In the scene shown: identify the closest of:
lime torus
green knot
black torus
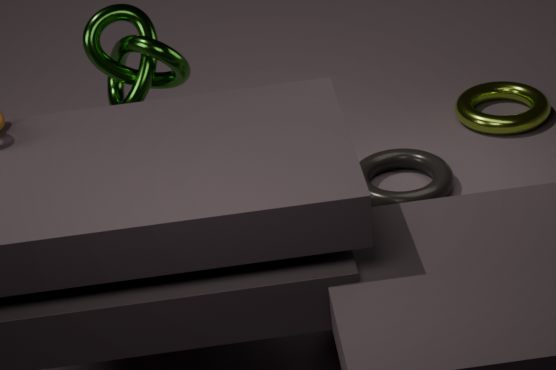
green knot
